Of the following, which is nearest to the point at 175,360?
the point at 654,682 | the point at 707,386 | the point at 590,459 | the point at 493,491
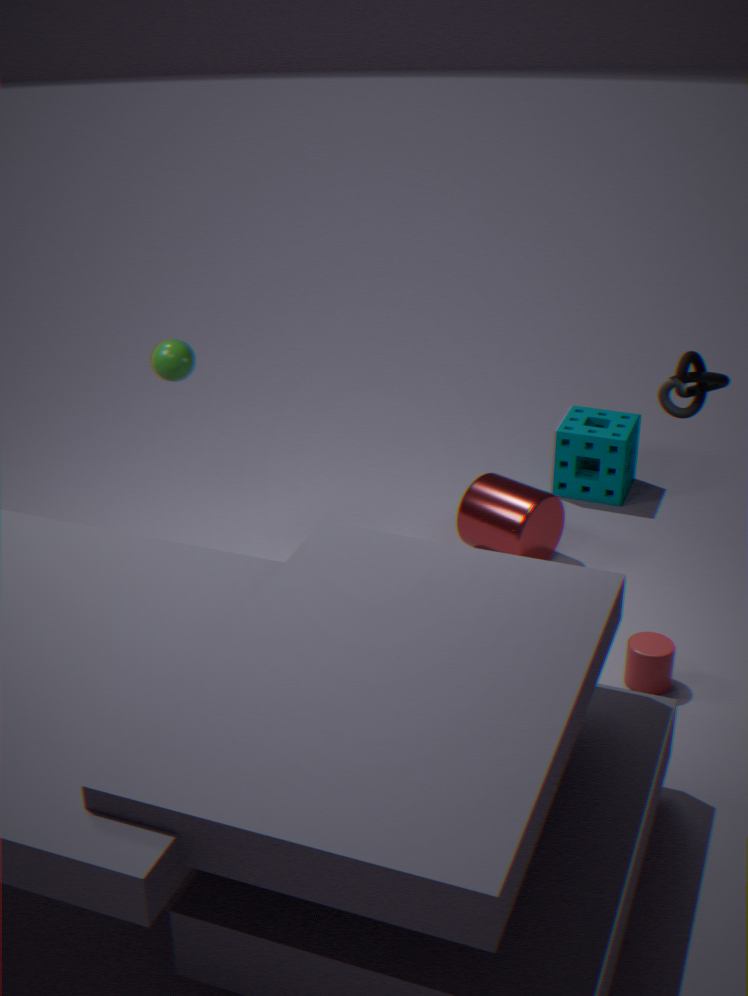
the point at 493,491
